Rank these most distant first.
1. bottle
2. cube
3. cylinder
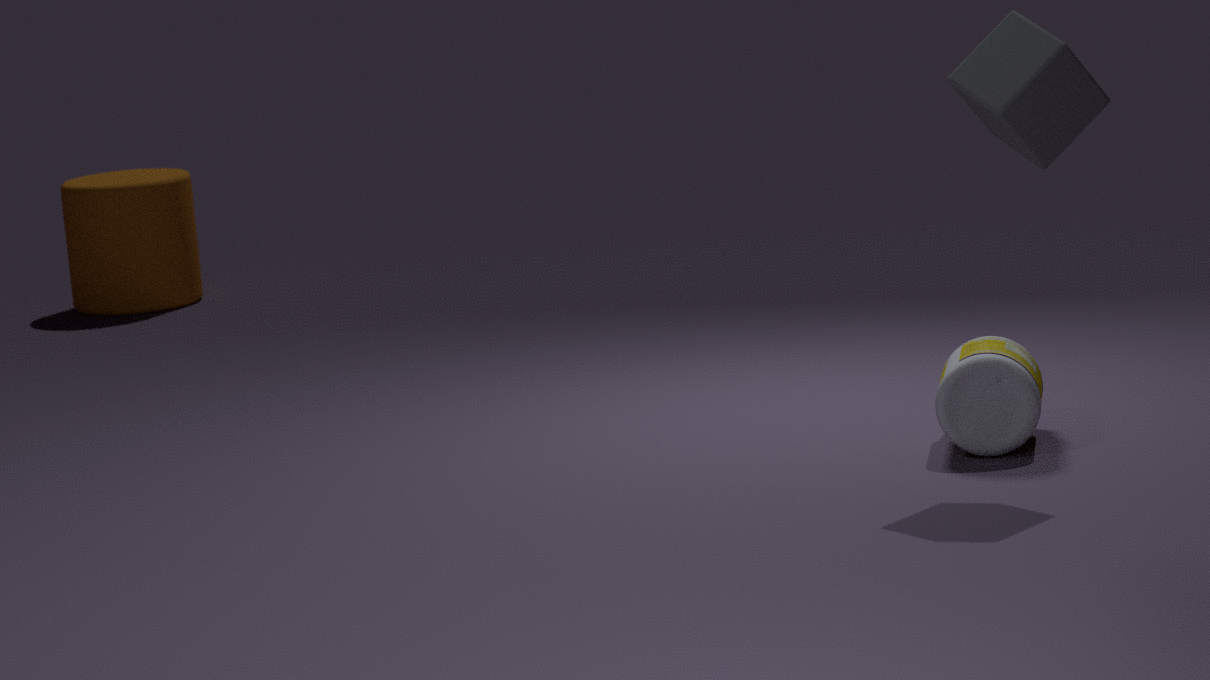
cylinder → bottle → cube
